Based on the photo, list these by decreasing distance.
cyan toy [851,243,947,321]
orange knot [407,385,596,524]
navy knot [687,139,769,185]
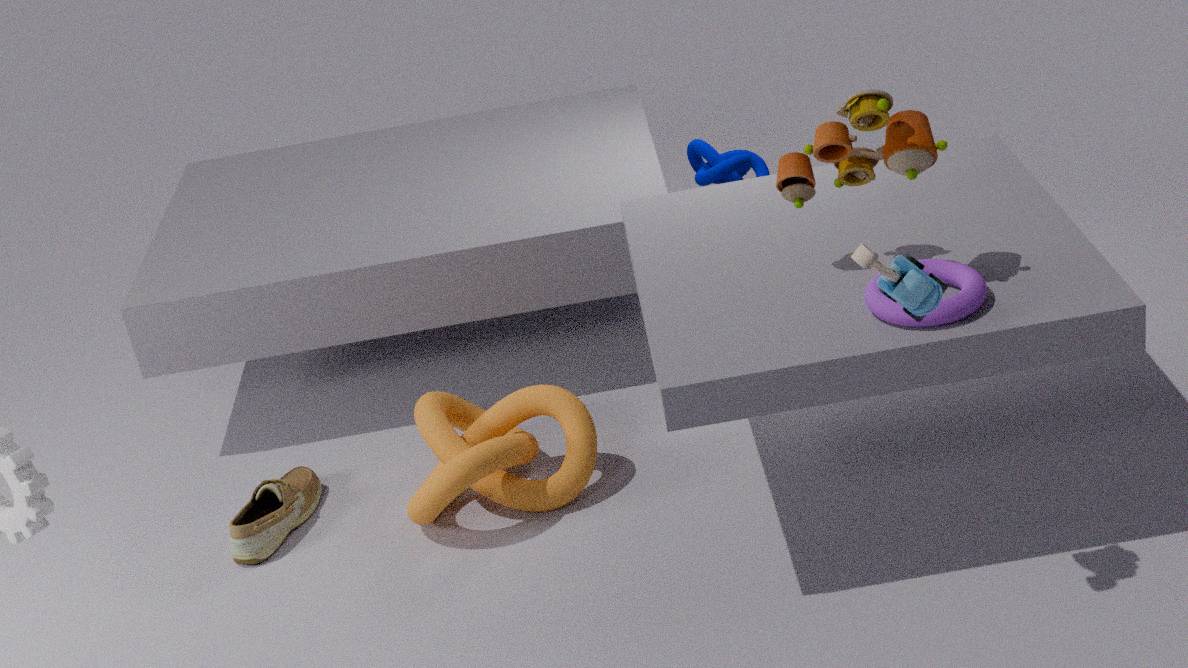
navy knot [687,139,769,185], orange knot [407,385,596,524], cyan toy [851,243,947,321]
